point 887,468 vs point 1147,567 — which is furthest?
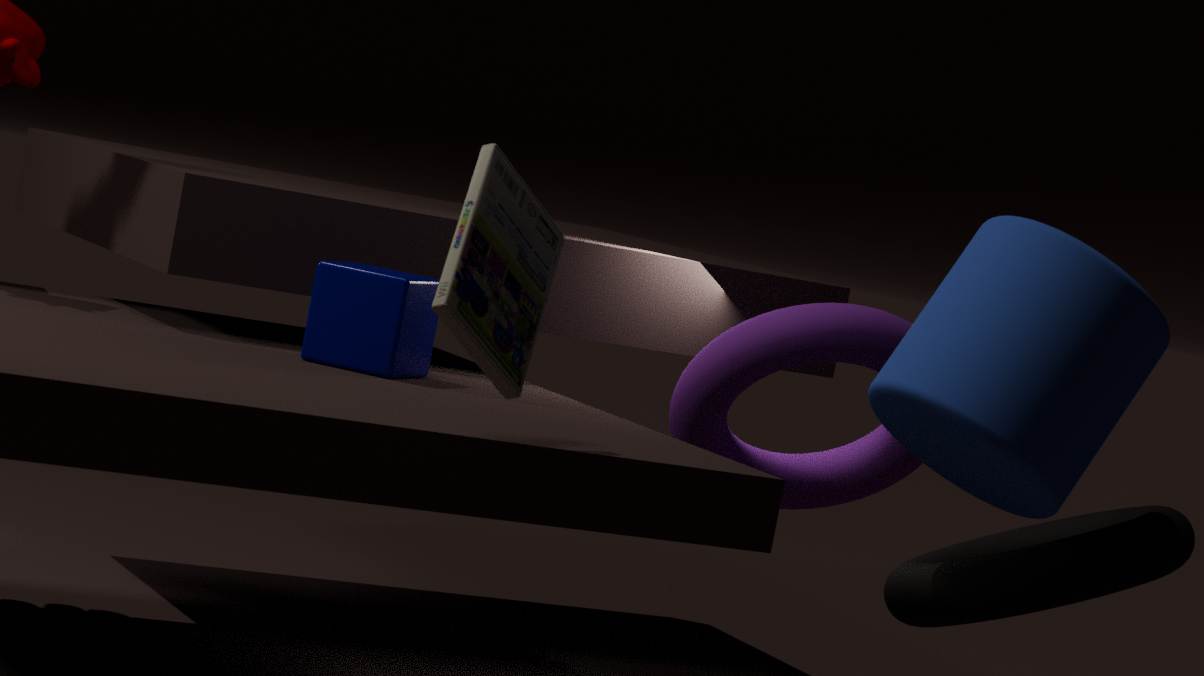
point 887,468
